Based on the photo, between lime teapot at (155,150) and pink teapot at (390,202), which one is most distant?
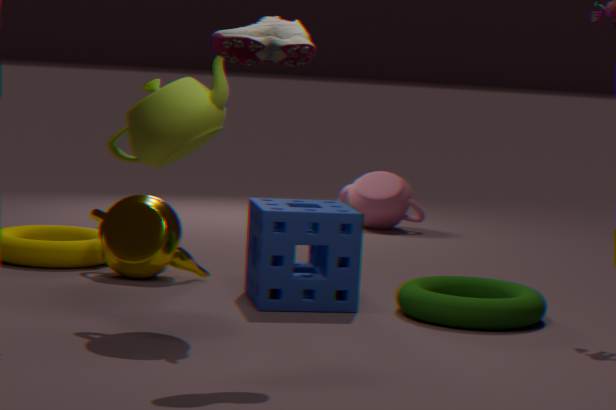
pink teapot at (390,202)
